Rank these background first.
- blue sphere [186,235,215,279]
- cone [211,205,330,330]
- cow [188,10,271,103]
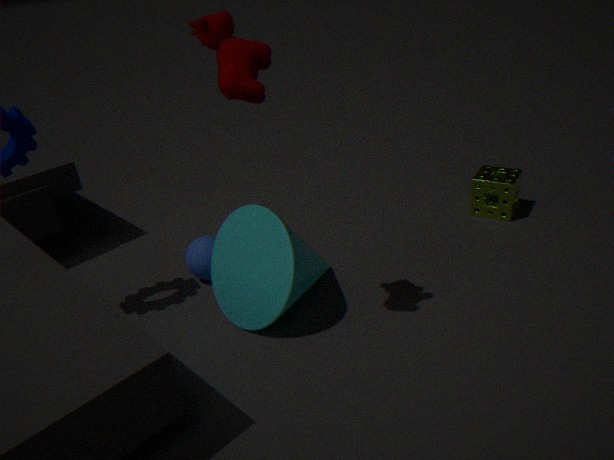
blue sphere [186,235,215,279]
cone [211,205,330,330]
cow [188,10,271,103]
